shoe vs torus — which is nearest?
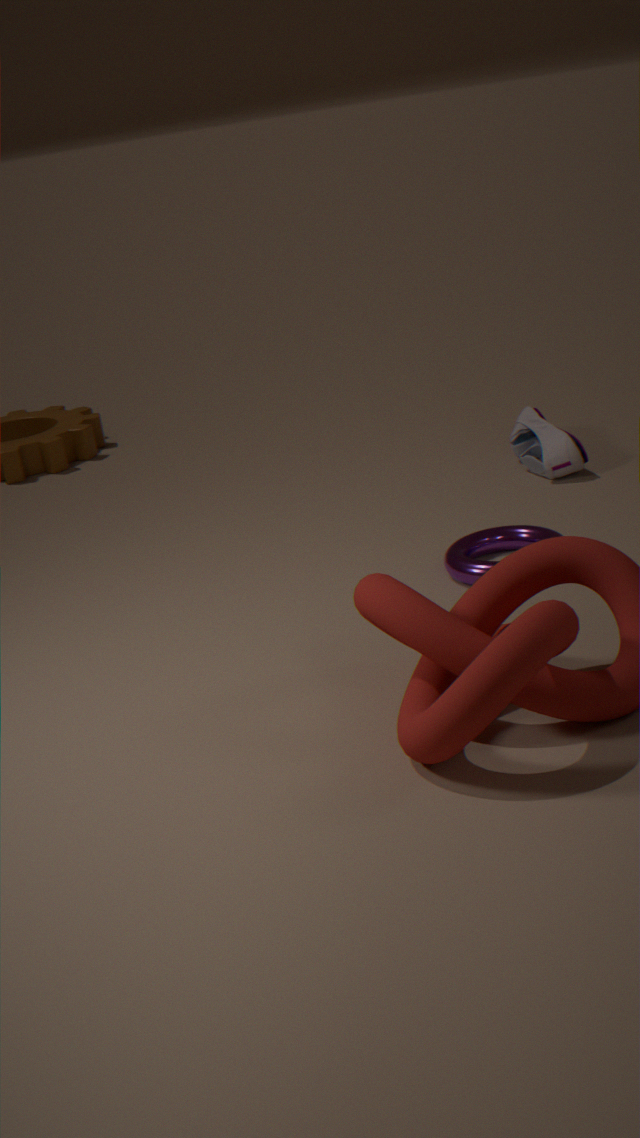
torus
